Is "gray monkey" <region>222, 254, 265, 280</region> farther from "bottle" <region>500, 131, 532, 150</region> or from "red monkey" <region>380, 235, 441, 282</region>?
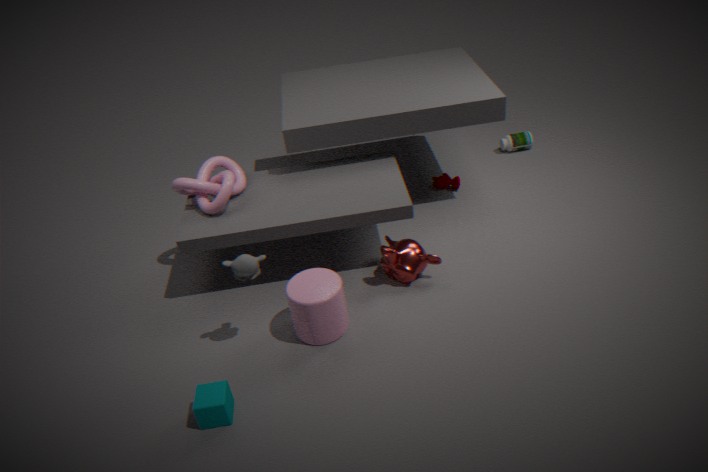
"bottle" <region>500, 131, 532, 150</region>
